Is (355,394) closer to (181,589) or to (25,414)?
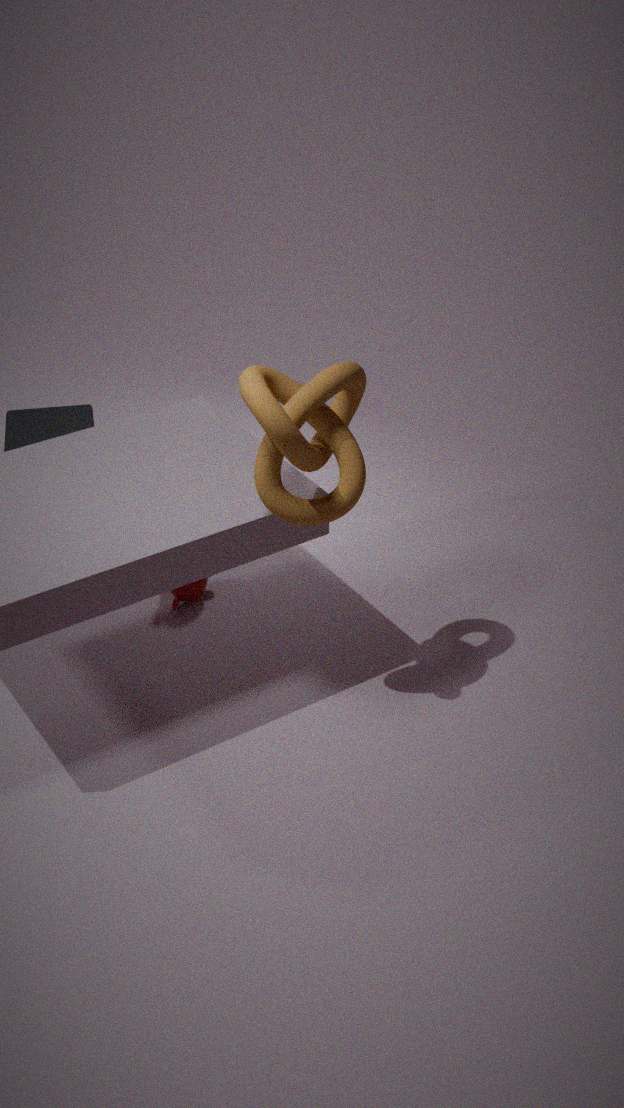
(181,589)
